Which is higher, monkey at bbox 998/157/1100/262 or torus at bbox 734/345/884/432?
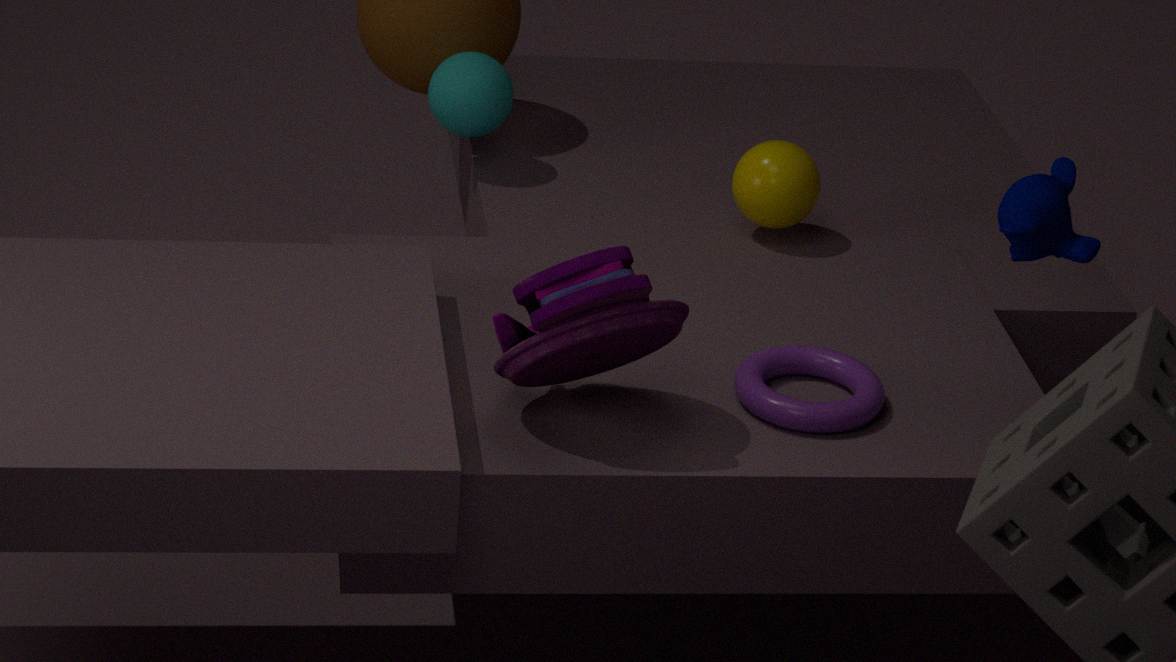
monkey at bbox 998/157/1100/262
